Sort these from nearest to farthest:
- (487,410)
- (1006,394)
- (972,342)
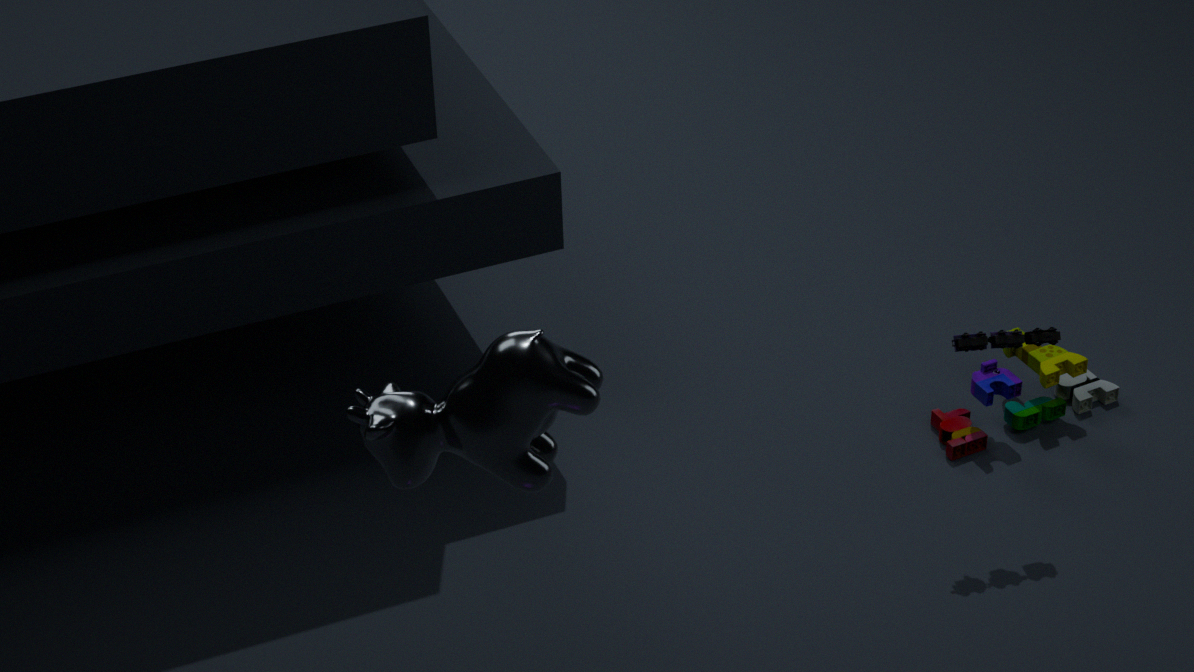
1. (487,410)
2. (972,342)
3. (1006,394)
